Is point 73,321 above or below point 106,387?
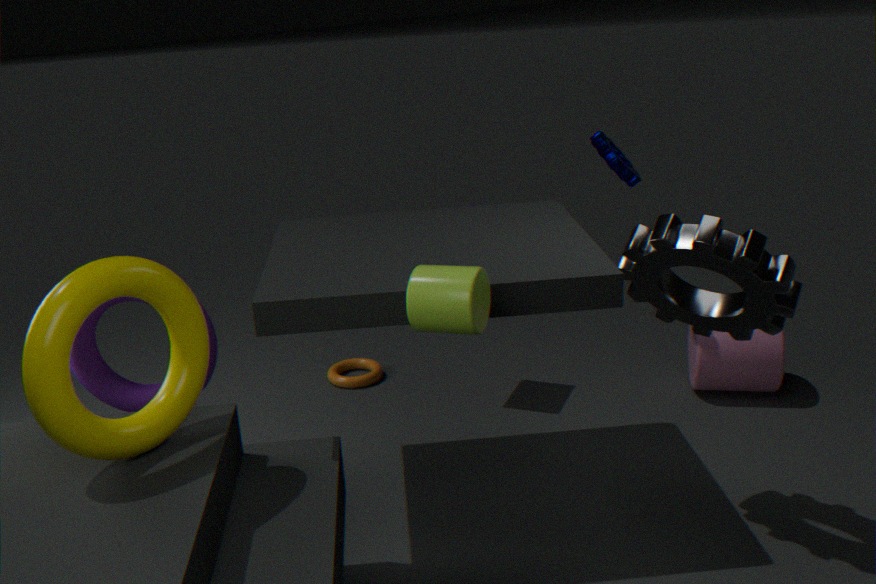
above
